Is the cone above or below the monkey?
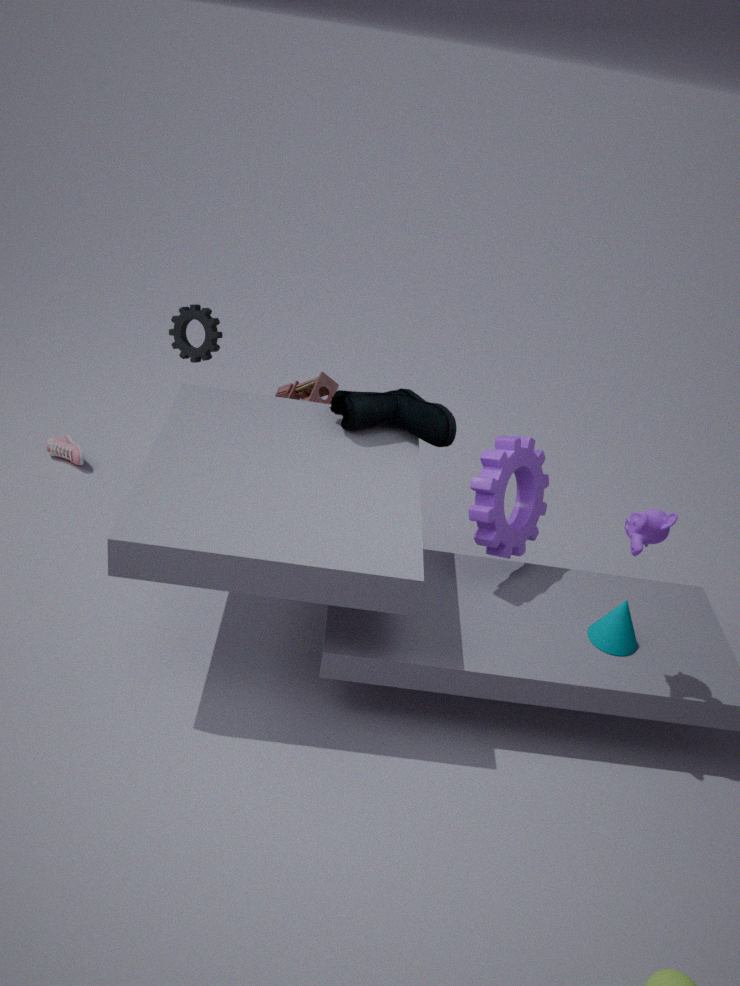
below
